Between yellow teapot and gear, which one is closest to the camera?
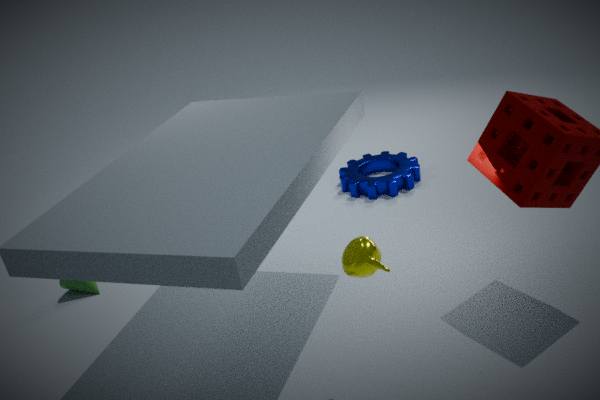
yellow teapot
